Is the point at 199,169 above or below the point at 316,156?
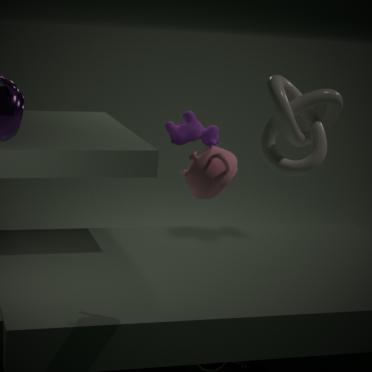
below
